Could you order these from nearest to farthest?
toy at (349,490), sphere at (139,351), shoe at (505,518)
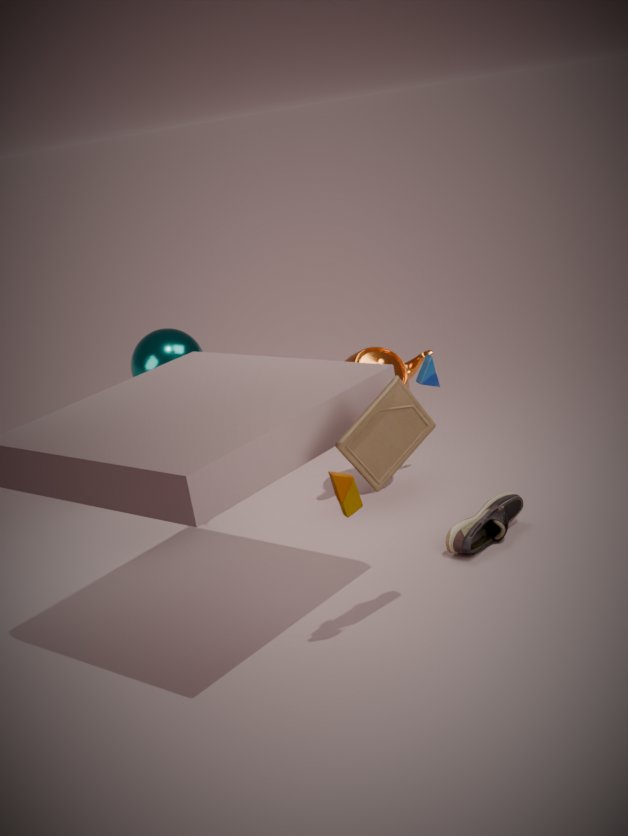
toy at (349,490) → shoe at (505,518) → sphere at (139,351)
